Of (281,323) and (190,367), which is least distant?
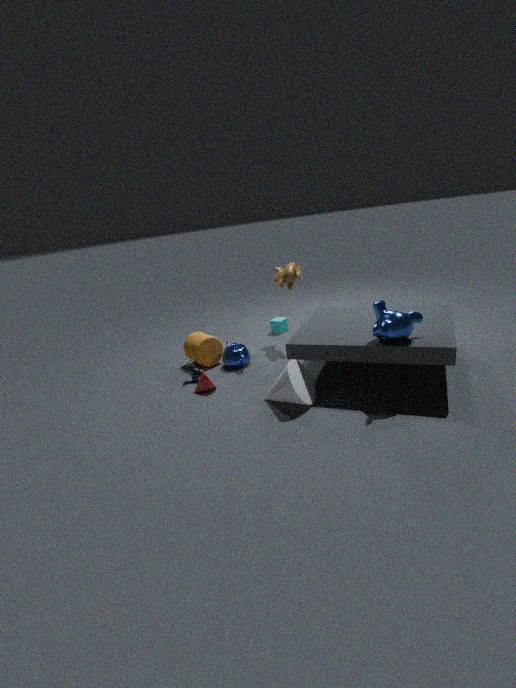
(190,367)
